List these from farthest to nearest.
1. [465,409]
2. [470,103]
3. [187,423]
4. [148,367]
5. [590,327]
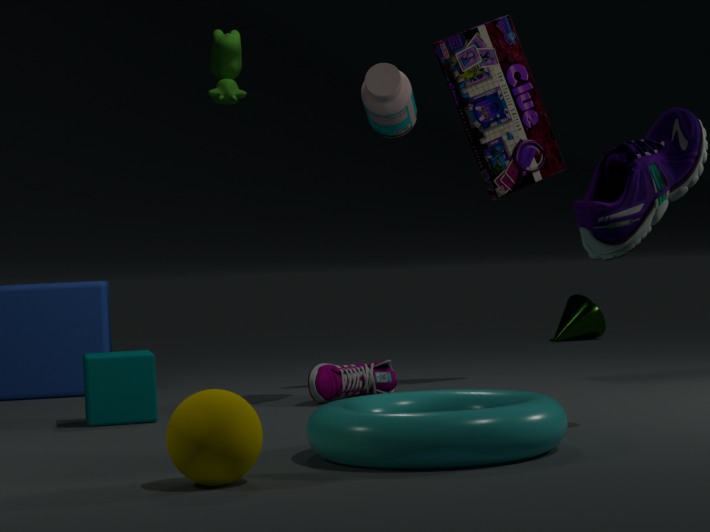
[590,327], [470,103], [148,367], [465,409], [187,423]
